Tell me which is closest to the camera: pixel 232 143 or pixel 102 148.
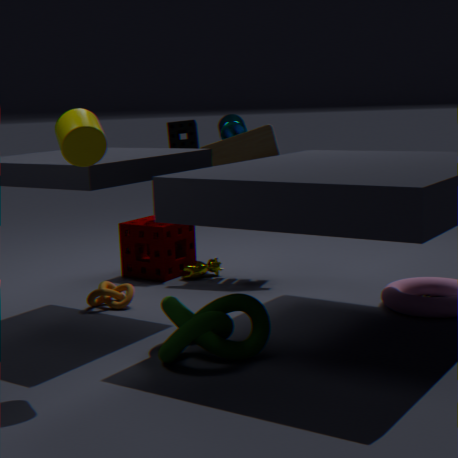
pixel 102 148
